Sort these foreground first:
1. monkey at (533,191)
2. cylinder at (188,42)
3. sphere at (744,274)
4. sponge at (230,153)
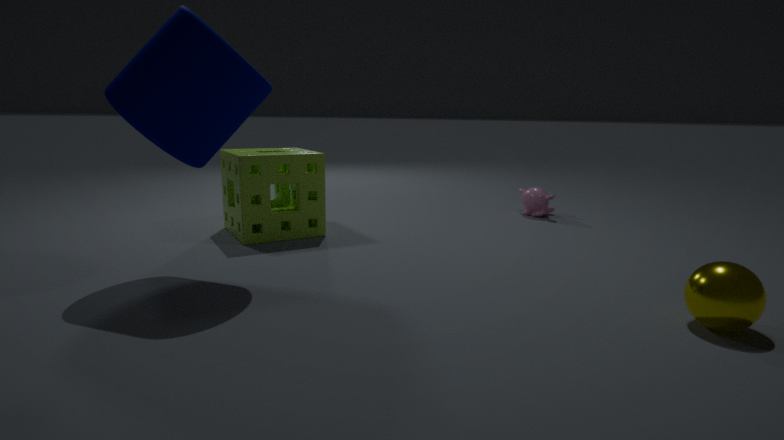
sphere at (744,274) → cylinder at (188,42) → sponge at (230,153) → monkey at (533,191)
